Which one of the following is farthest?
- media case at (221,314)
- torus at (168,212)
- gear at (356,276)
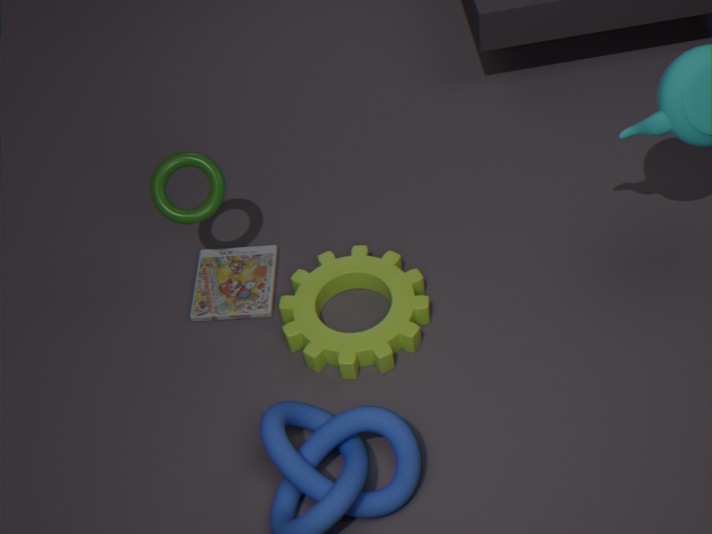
media case at (221,314)
